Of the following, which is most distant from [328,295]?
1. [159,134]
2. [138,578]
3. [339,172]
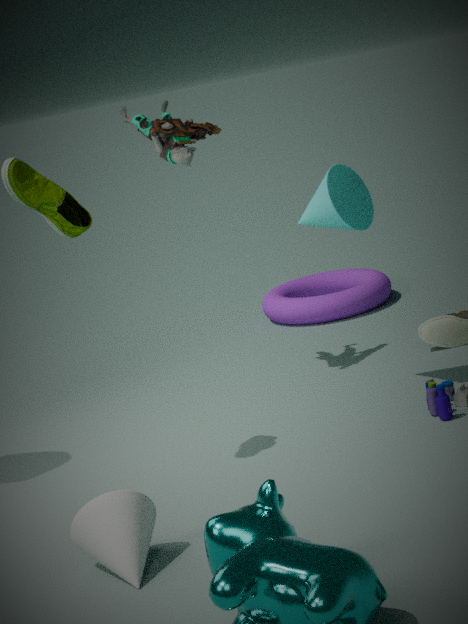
[138,578]
